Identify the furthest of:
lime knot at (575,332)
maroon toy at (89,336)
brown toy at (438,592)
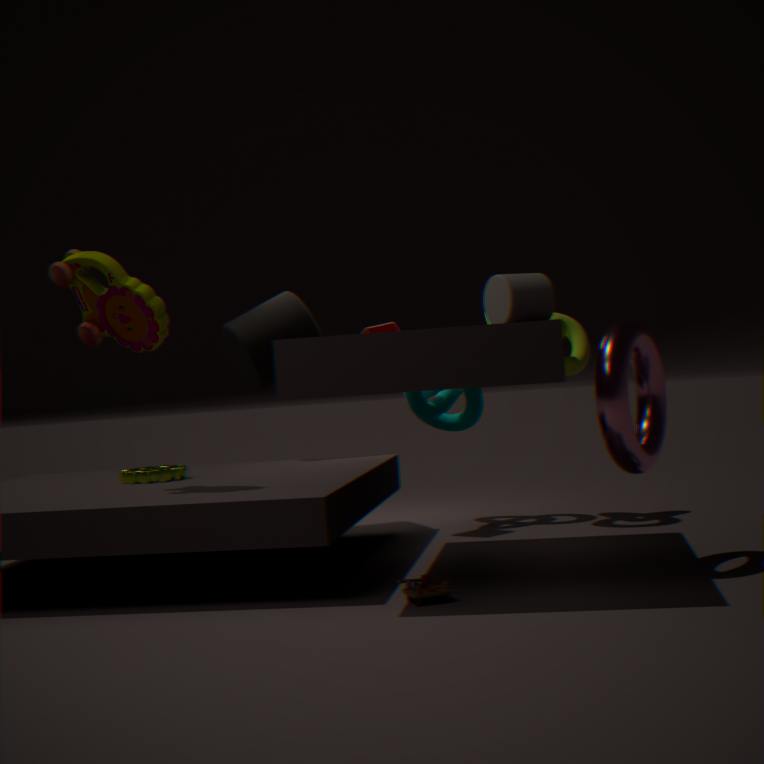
lime knot at (575,332)
